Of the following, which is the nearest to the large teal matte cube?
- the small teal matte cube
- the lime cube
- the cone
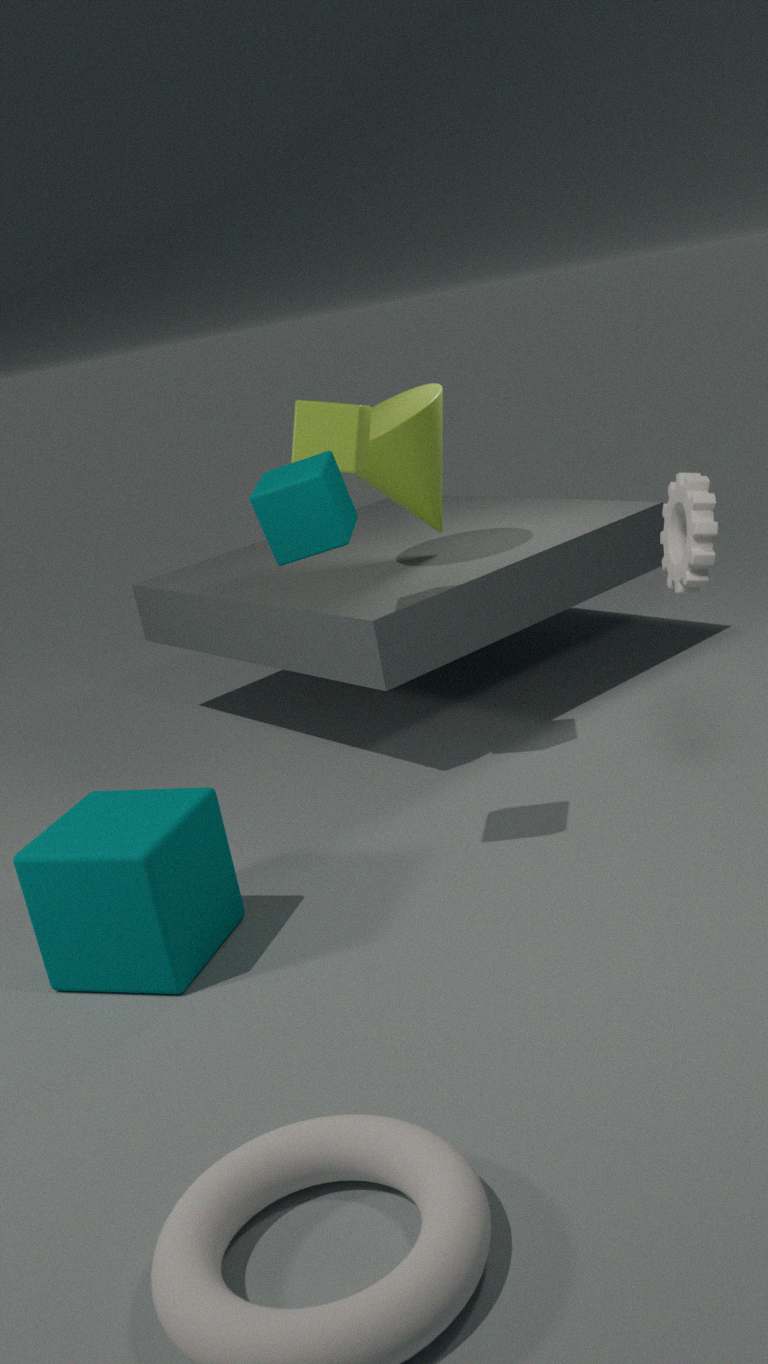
the small teal matte cube
